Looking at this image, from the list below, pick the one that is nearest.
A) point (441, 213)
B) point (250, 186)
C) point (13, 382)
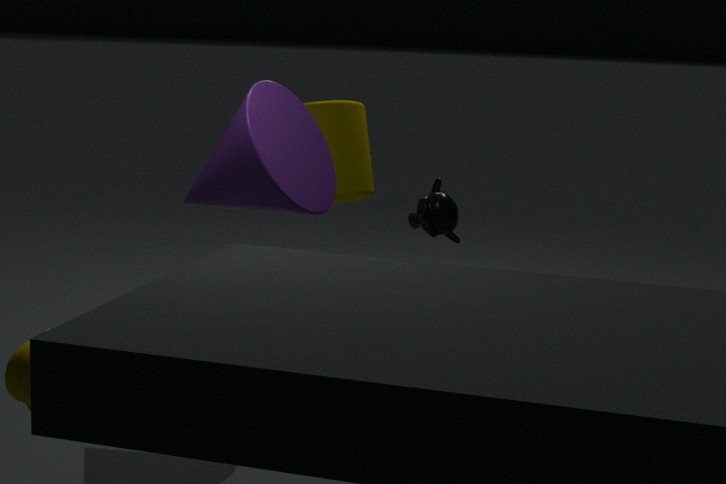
point (13, 382)
